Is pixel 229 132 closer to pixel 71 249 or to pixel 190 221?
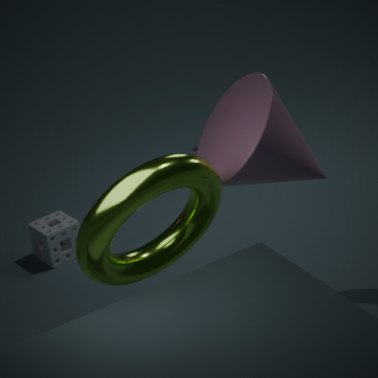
pixel 190 221
